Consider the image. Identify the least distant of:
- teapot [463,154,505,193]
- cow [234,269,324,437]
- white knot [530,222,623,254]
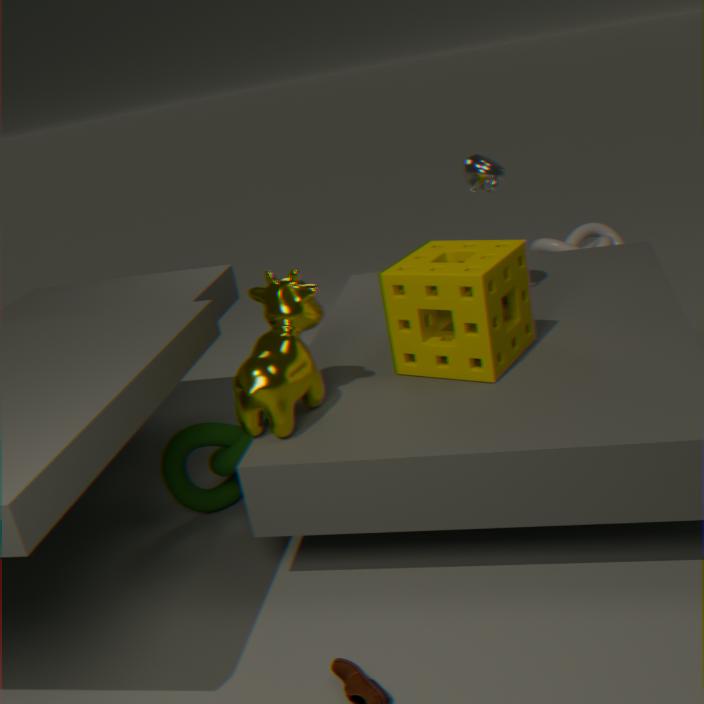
cow [234,269,324,437]
